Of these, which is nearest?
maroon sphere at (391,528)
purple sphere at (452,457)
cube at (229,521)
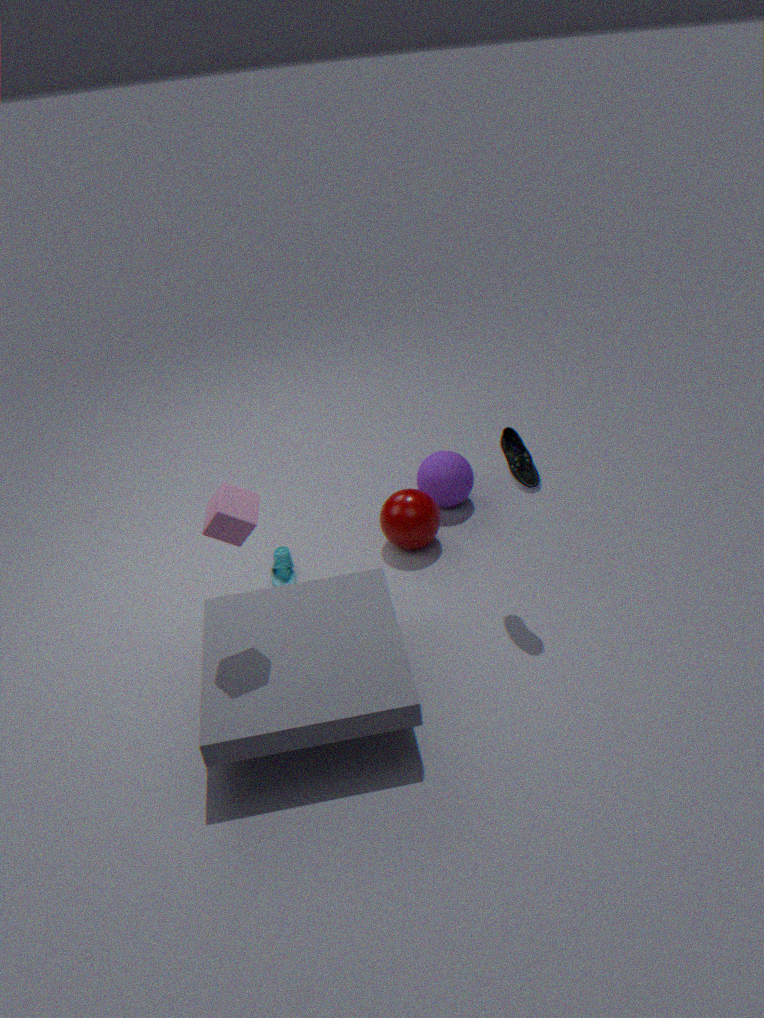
cube at (229,521)
